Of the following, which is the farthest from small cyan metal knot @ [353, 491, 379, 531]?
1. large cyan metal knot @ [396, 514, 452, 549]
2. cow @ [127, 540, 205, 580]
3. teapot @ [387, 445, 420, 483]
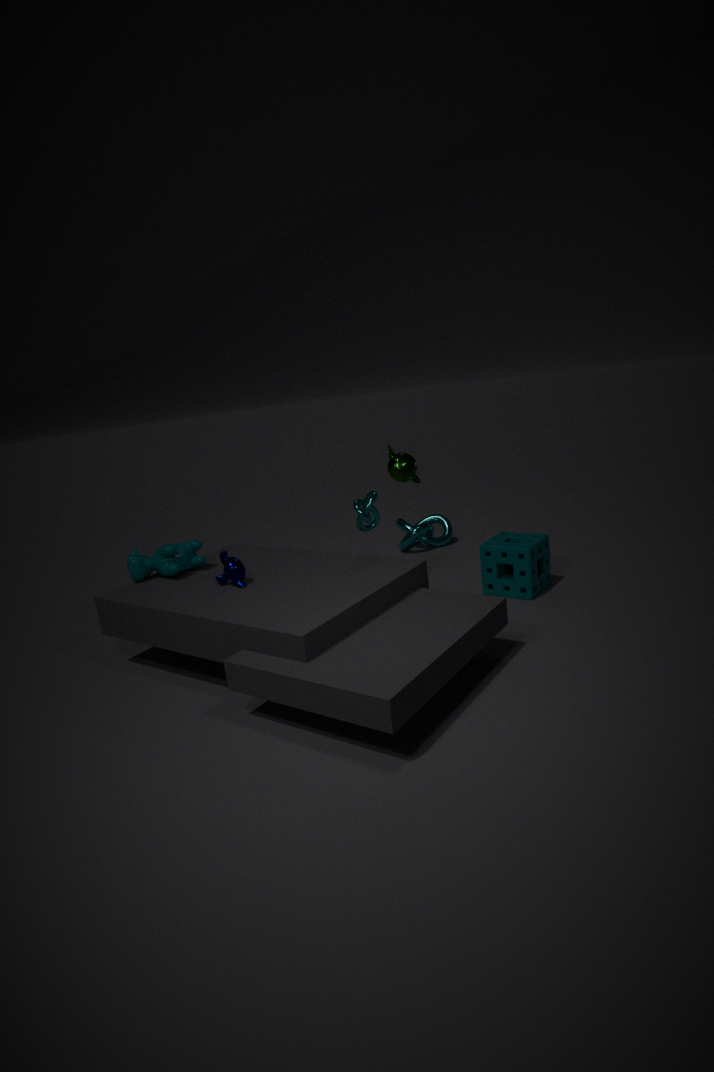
large cyan metal knot @ [396, 514, 452, 549]
